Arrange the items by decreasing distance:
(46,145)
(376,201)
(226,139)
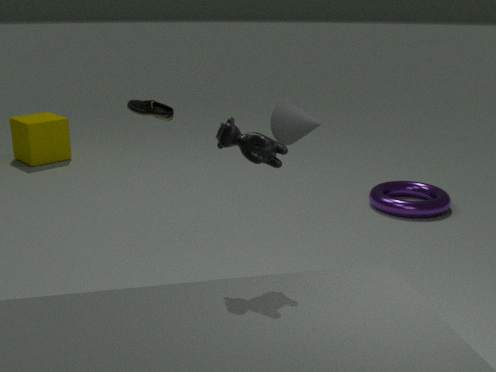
(46,145) → (376,201) → (226,139)
